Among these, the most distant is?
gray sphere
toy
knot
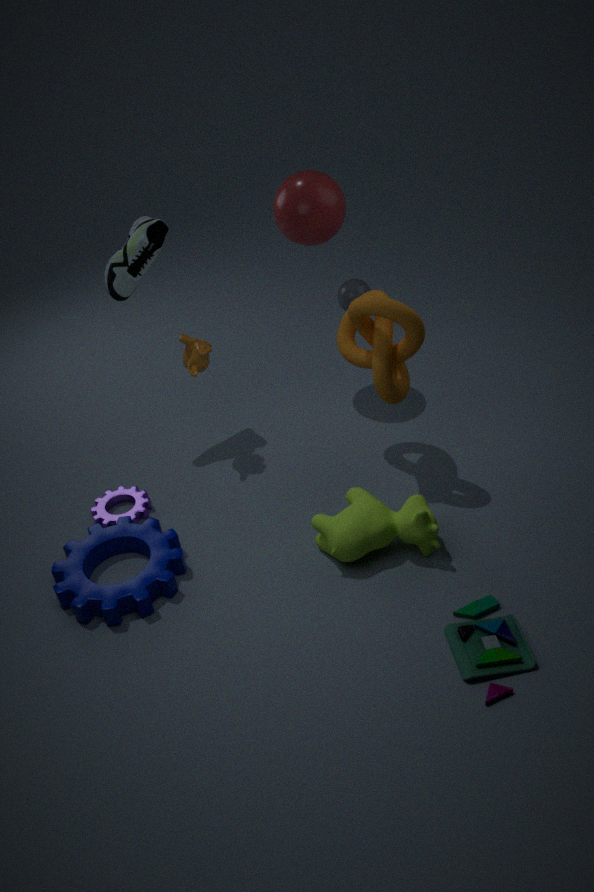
gray sphere
